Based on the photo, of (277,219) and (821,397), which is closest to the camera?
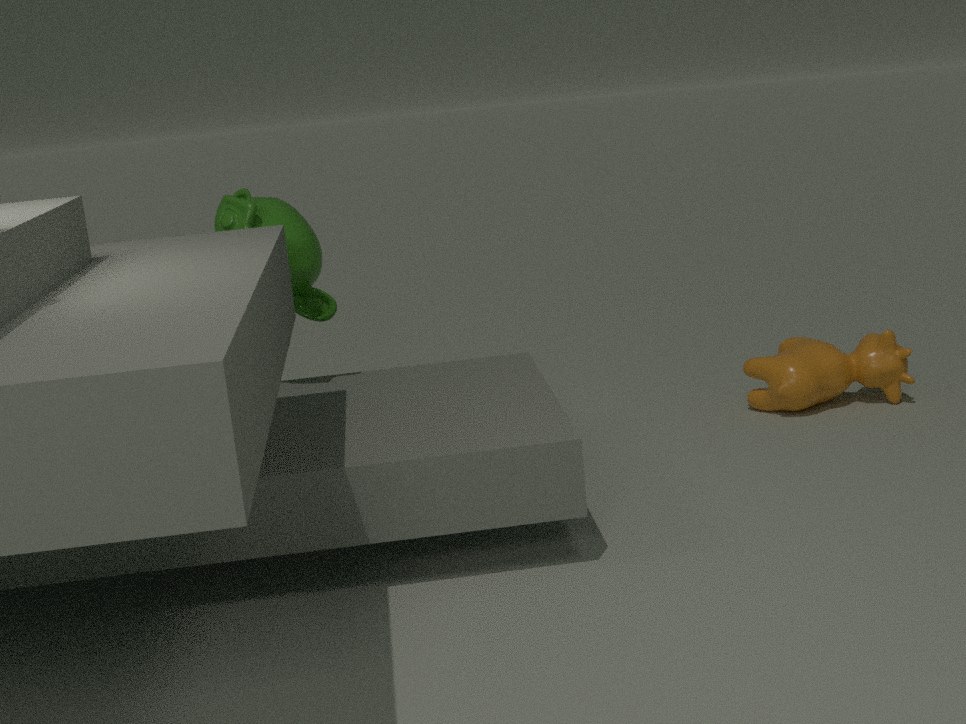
(277,219)
